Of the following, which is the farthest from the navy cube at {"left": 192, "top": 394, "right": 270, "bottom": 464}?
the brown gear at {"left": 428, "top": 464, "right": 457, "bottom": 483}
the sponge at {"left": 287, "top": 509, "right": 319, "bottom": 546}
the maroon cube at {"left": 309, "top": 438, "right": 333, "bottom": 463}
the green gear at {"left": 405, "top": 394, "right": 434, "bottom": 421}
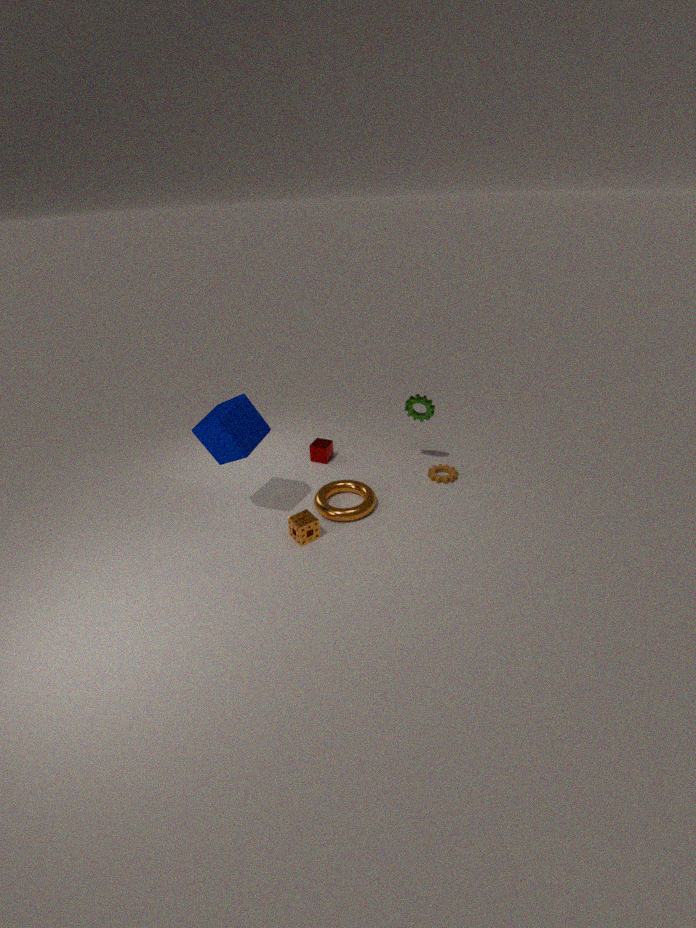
the brown gear at {"left": 428, "top": 464, "right": 457, "bottom": 483}
